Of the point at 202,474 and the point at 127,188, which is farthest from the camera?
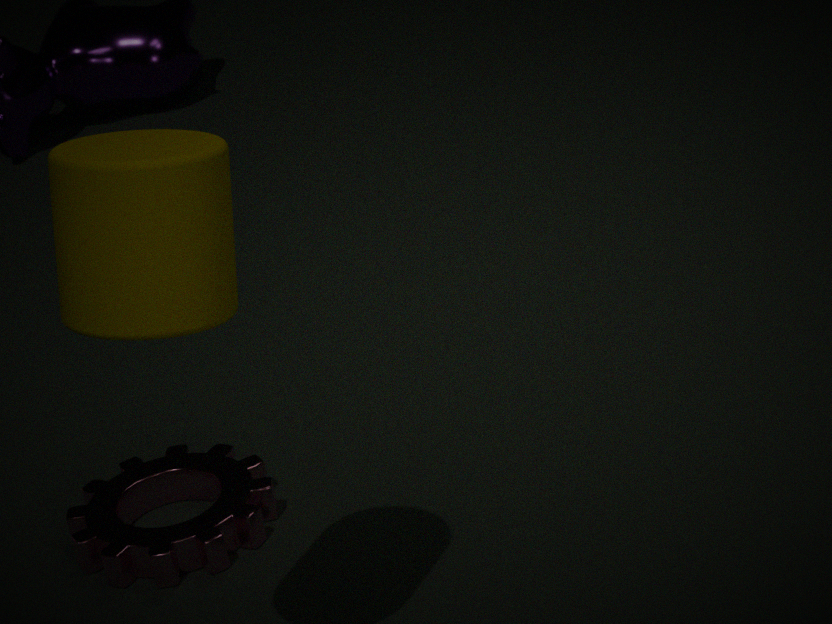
the point at 202,474
